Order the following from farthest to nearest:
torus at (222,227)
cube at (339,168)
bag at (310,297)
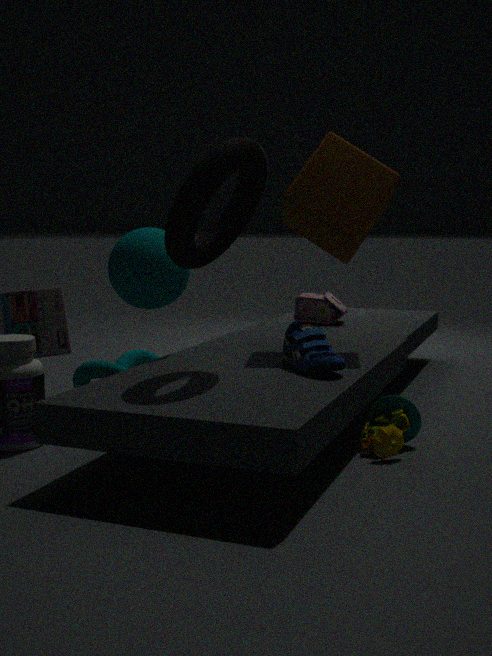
bag at (310,297), cube at (339,168), torus at (222,227)
